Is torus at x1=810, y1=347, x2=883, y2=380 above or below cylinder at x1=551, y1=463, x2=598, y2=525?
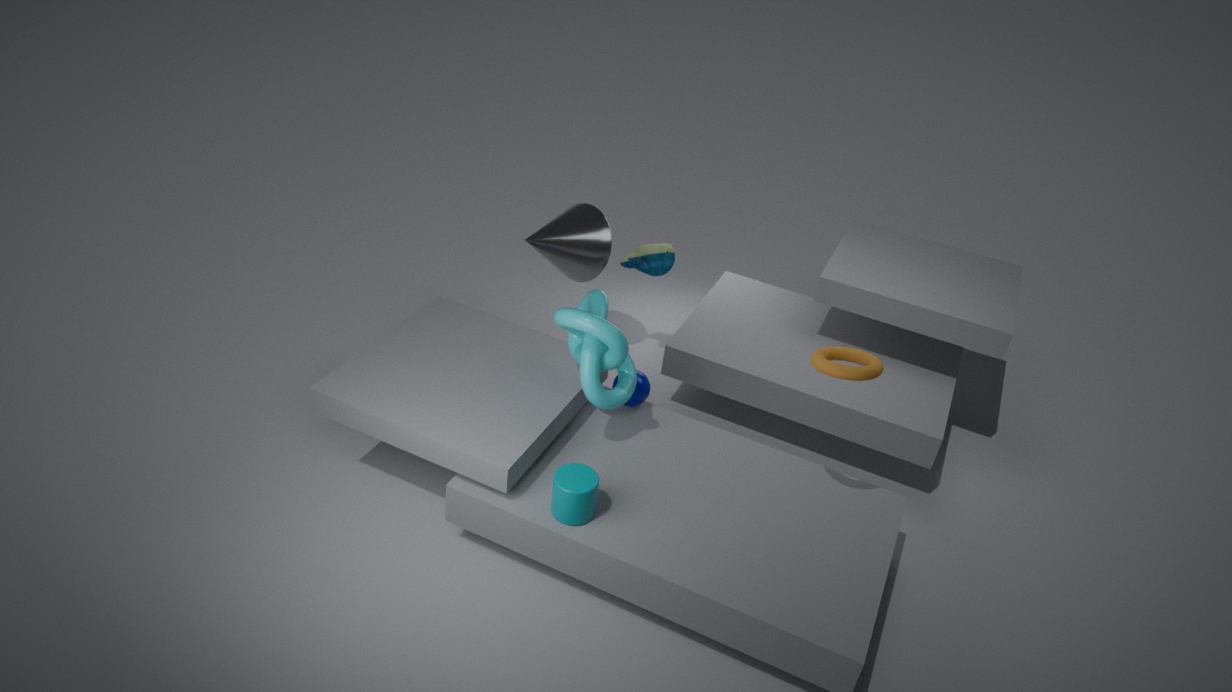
above
